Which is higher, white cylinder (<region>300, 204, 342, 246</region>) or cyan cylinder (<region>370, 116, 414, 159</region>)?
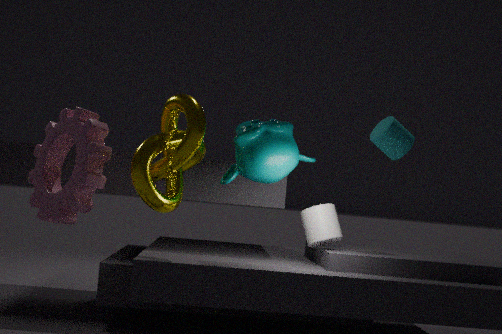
cyan cylinder (<region>370, 116, 414, 159</region>)
